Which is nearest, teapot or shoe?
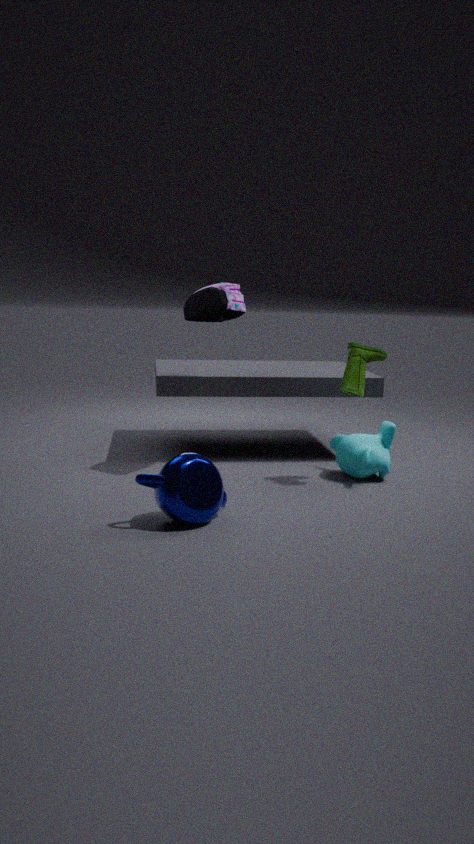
teapot
